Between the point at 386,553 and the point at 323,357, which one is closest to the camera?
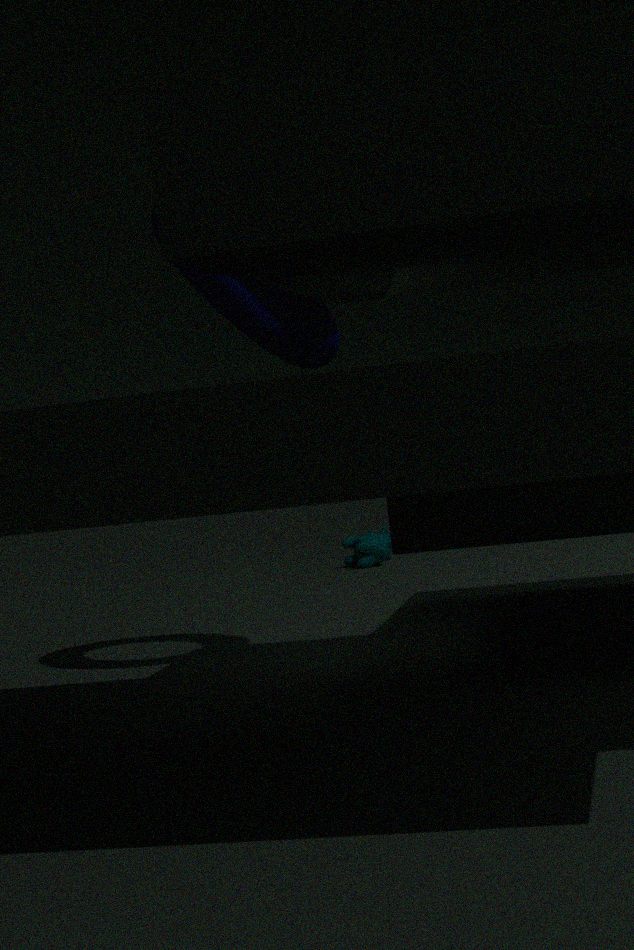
the point at 323,357
